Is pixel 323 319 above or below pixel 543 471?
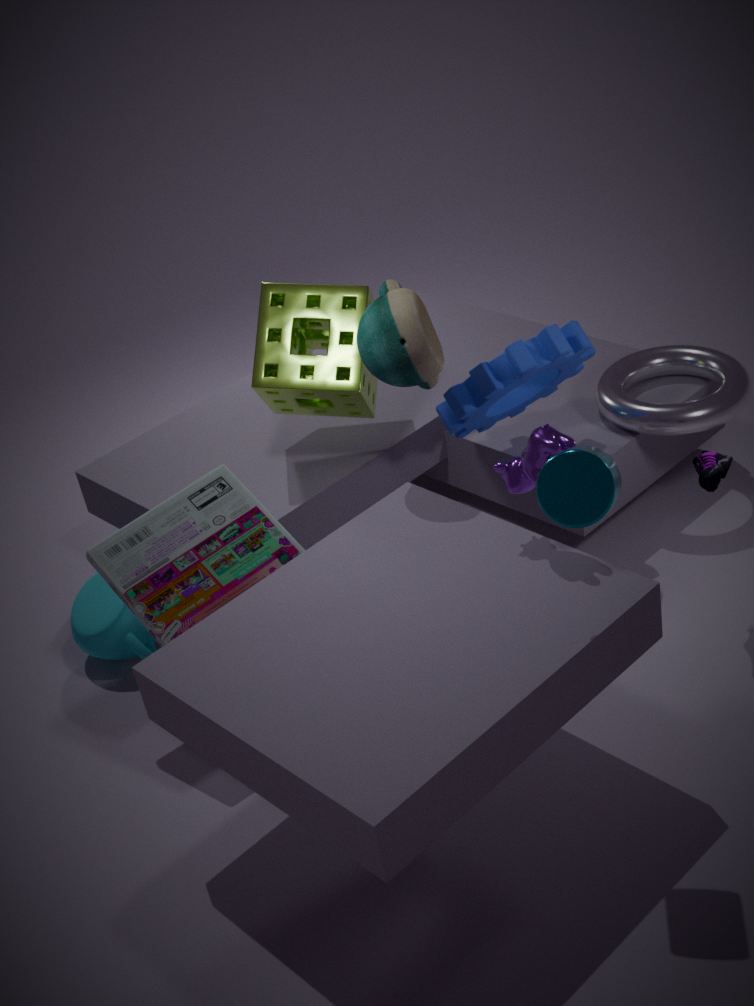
below
